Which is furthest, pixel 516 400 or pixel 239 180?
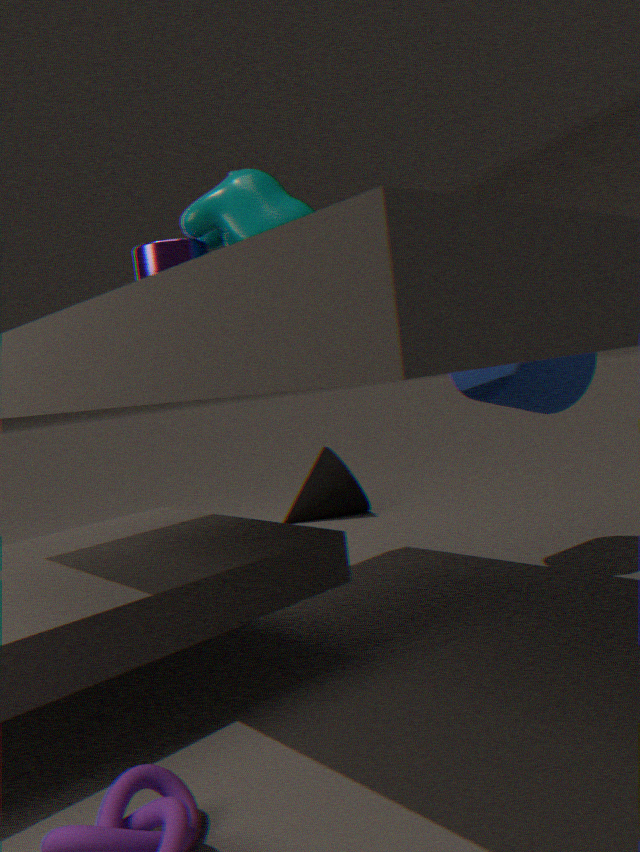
pixel 516 400
